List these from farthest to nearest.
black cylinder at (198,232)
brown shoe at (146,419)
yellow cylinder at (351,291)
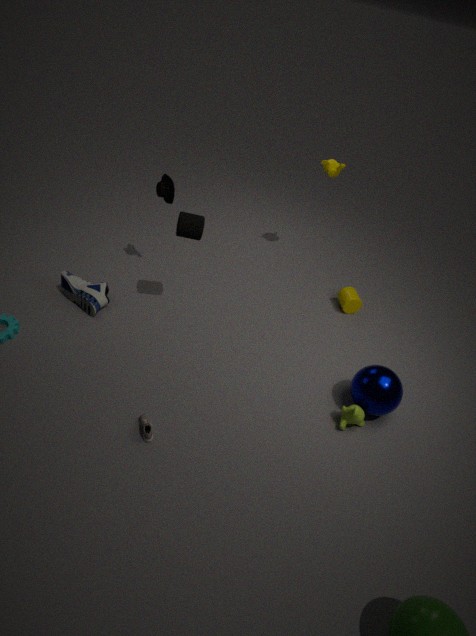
yellow cylinder at (351,291)
black cylinder at (198,232)
brown shoe at (146,419)
